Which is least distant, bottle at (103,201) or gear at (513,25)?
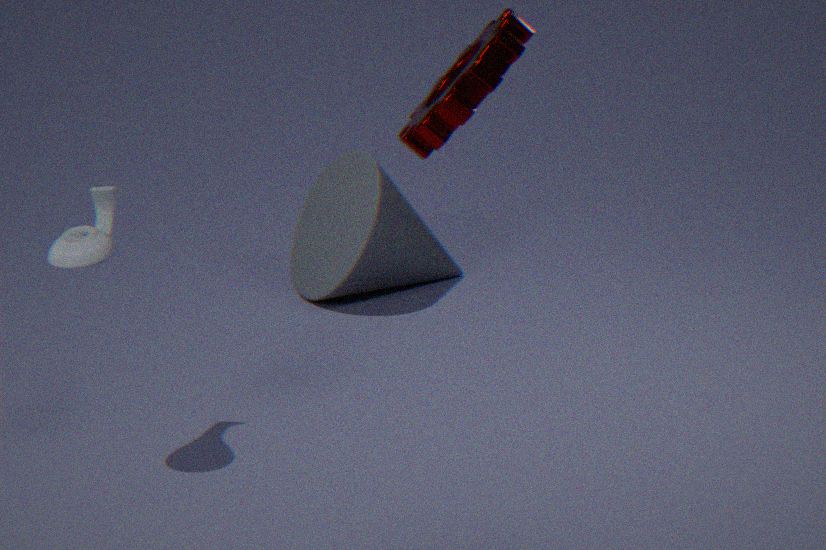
gear at (513,25)
